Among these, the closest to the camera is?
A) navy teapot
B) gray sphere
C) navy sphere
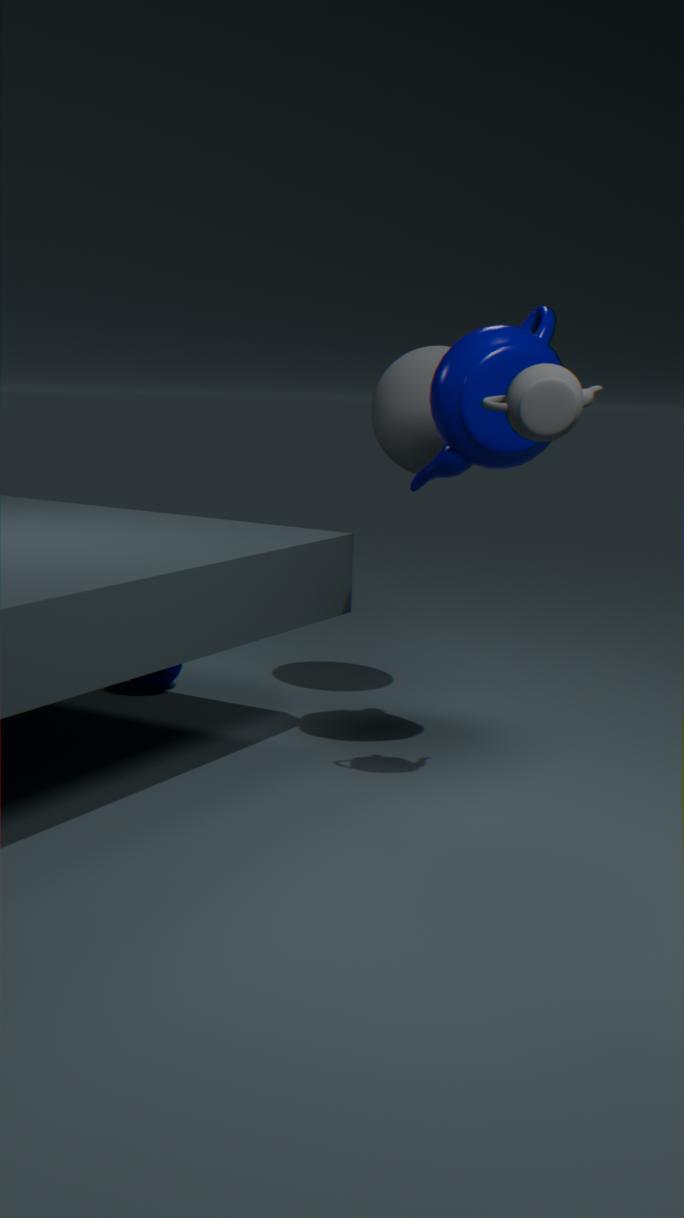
navy teapot
